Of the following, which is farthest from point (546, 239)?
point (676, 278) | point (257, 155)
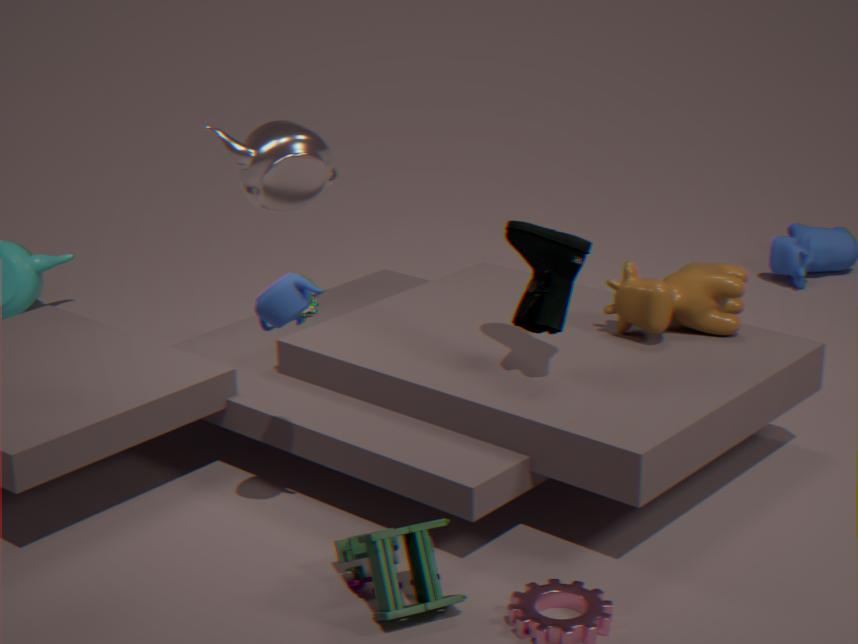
point (257, 155)
